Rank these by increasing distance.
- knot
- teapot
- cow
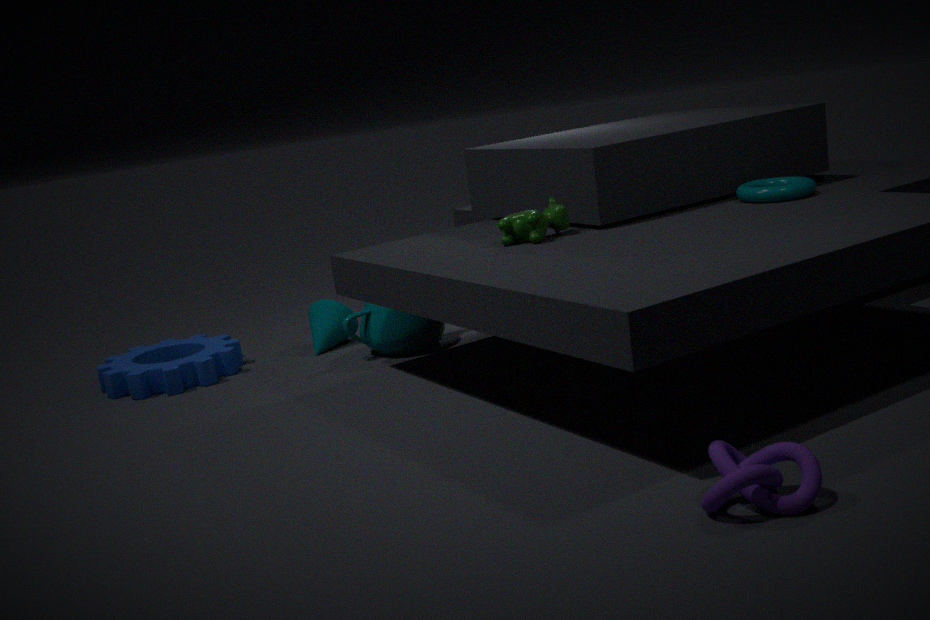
knot, cow, teapot
